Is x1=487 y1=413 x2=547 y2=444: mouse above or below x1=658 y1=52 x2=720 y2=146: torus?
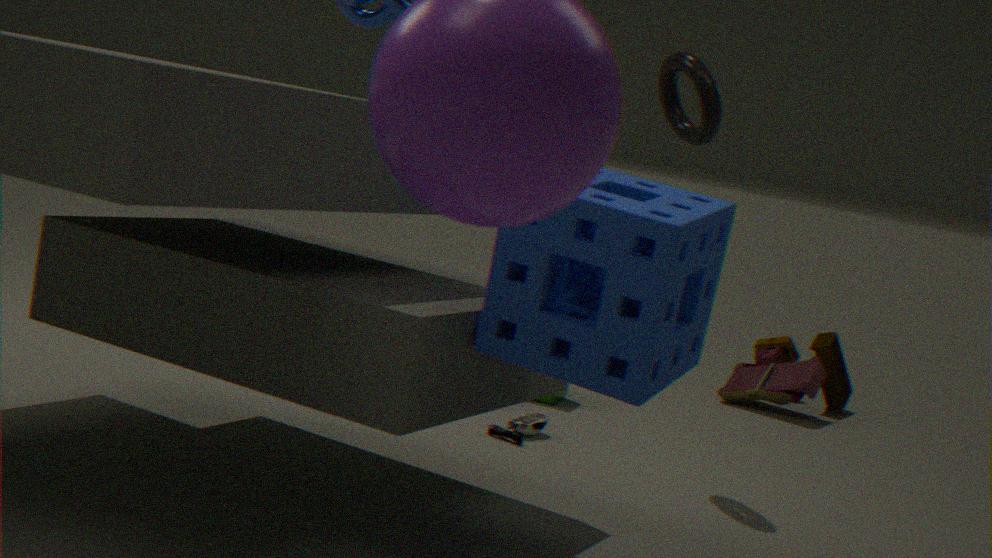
below
